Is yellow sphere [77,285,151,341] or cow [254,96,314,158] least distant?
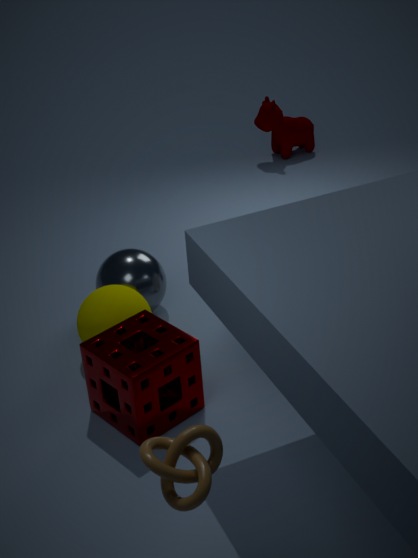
yellow sphere [77,285,151,341]
